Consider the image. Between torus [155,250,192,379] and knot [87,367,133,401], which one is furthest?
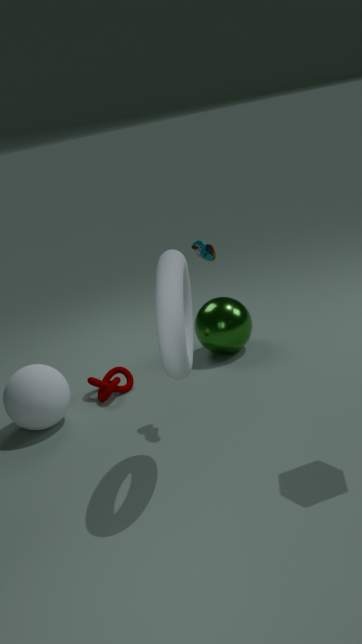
knot [87,367,133,401]
